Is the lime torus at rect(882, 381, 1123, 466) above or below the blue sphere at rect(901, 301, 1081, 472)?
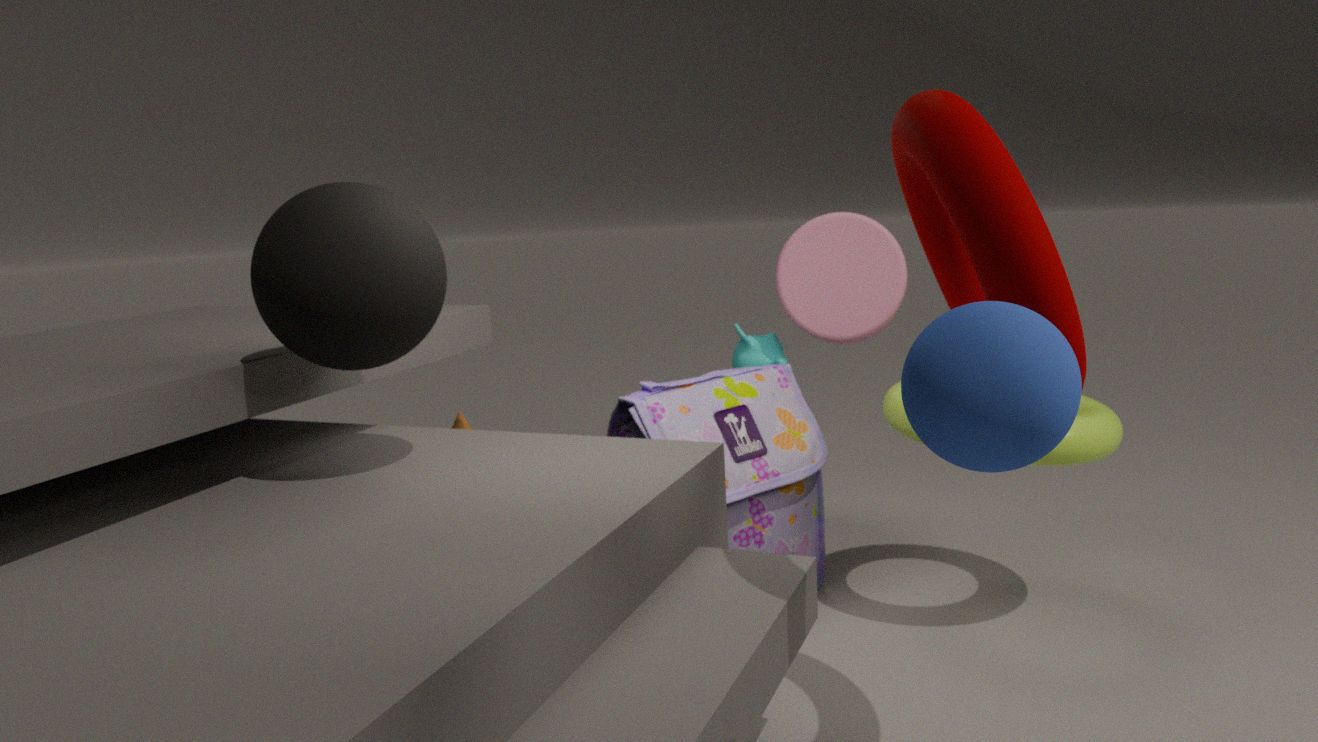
below
